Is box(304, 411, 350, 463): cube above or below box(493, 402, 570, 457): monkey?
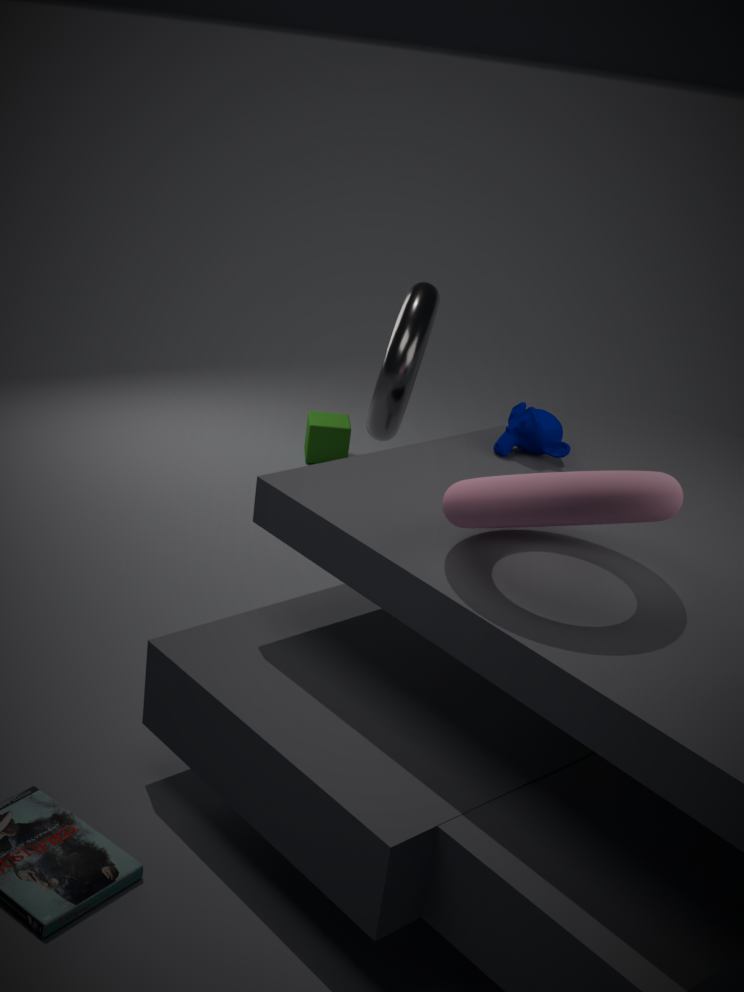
below
